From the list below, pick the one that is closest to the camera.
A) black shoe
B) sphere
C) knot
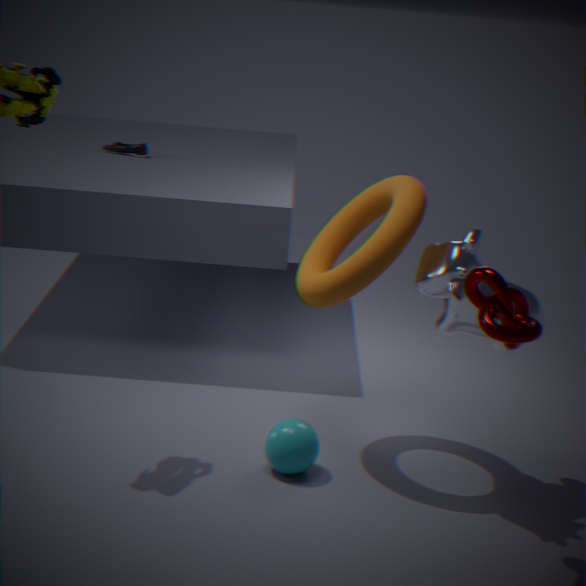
knot
